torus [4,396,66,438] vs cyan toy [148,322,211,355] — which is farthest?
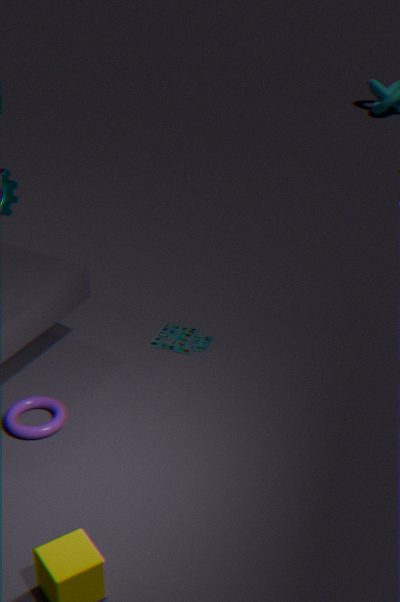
cyan toy [148,322,211,355]
